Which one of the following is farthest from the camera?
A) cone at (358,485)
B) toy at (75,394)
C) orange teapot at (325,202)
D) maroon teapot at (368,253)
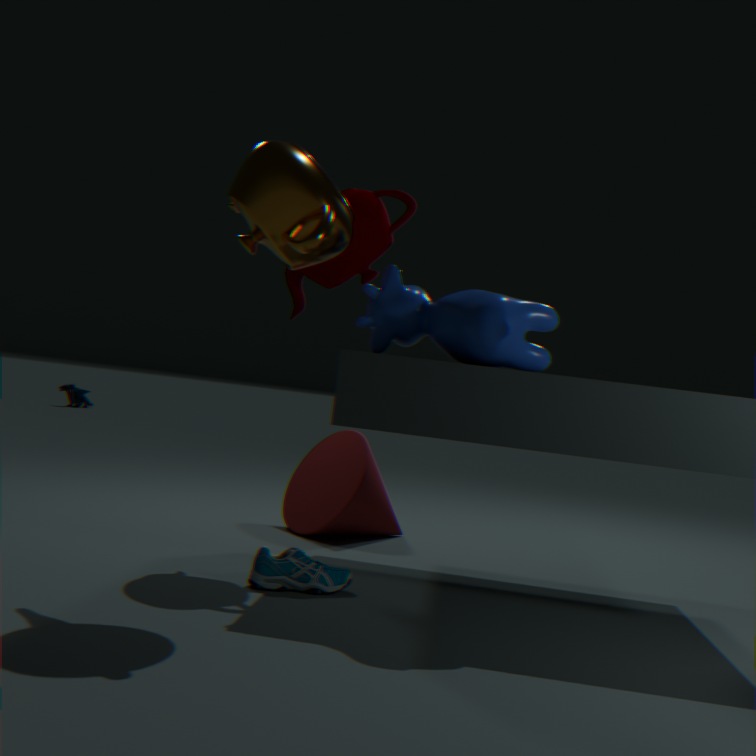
toy at (75,394)
